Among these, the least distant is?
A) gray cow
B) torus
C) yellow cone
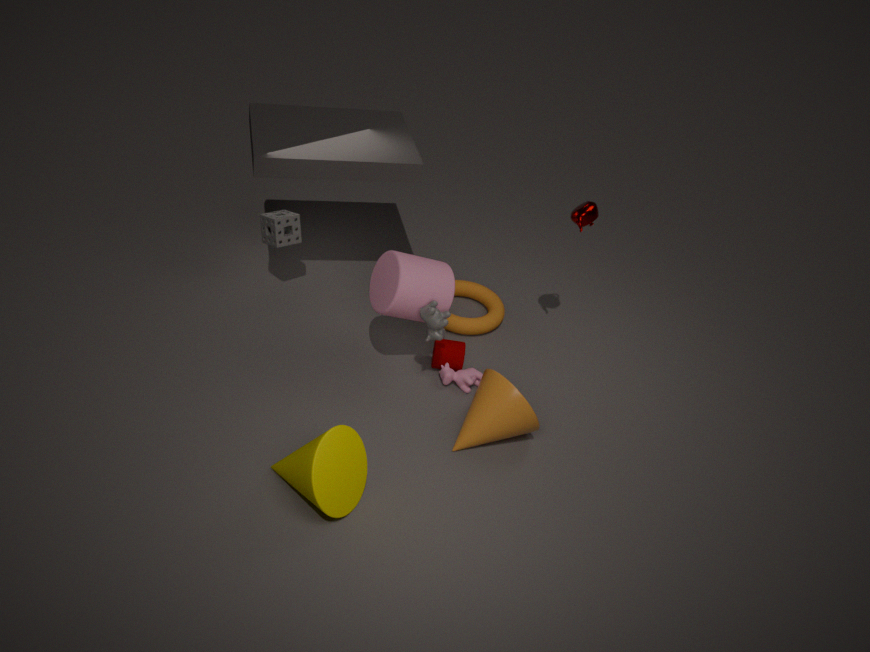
yellow cone
